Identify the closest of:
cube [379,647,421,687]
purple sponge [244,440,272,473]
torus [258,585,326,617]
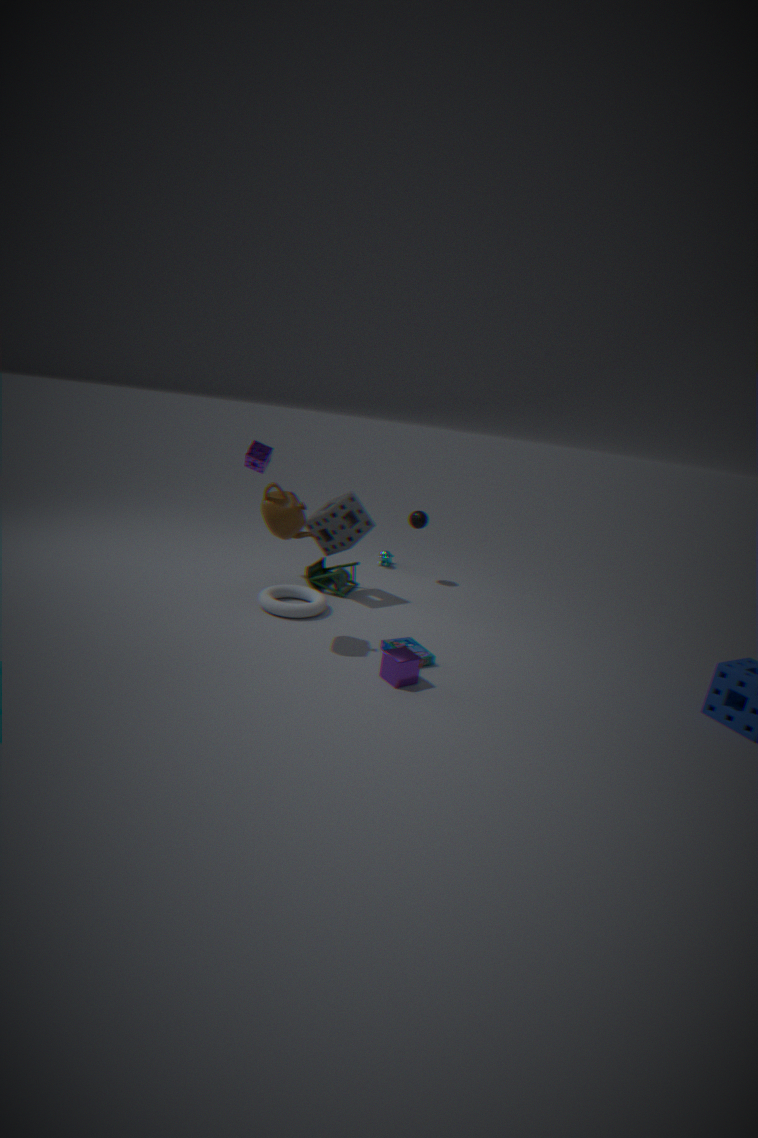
cube [379,647,421,687]
